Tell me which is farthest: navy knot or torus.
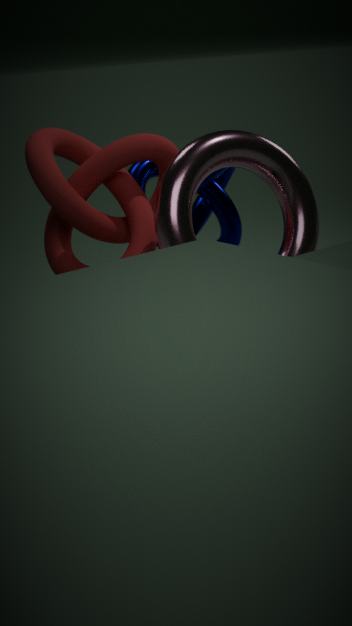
navy knot
